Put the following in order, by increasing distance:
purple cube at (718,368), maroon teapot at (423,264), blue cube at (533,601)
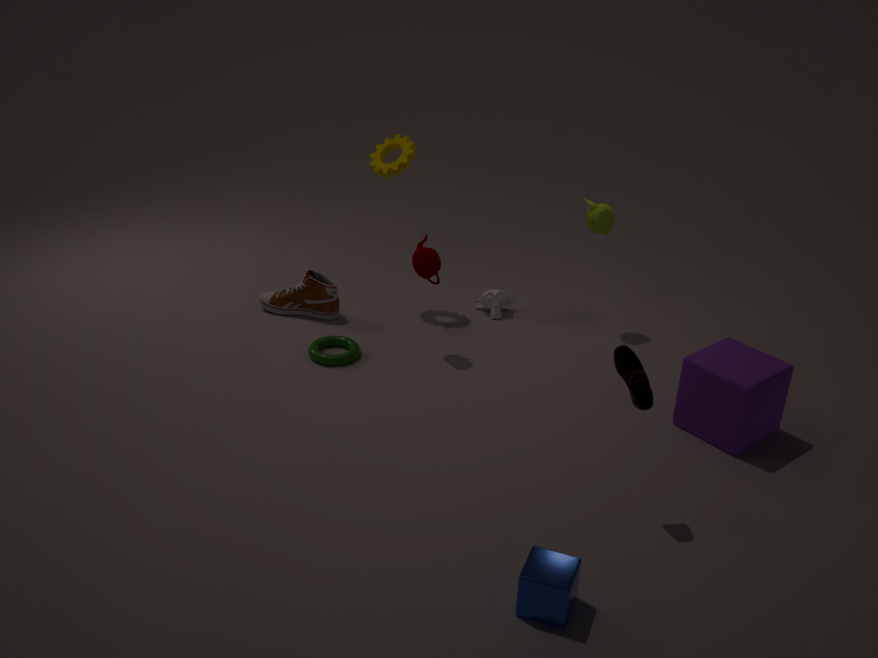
blue cube at (533,601) < purple cube at (718,368) < maroon teapot at (423,264)
